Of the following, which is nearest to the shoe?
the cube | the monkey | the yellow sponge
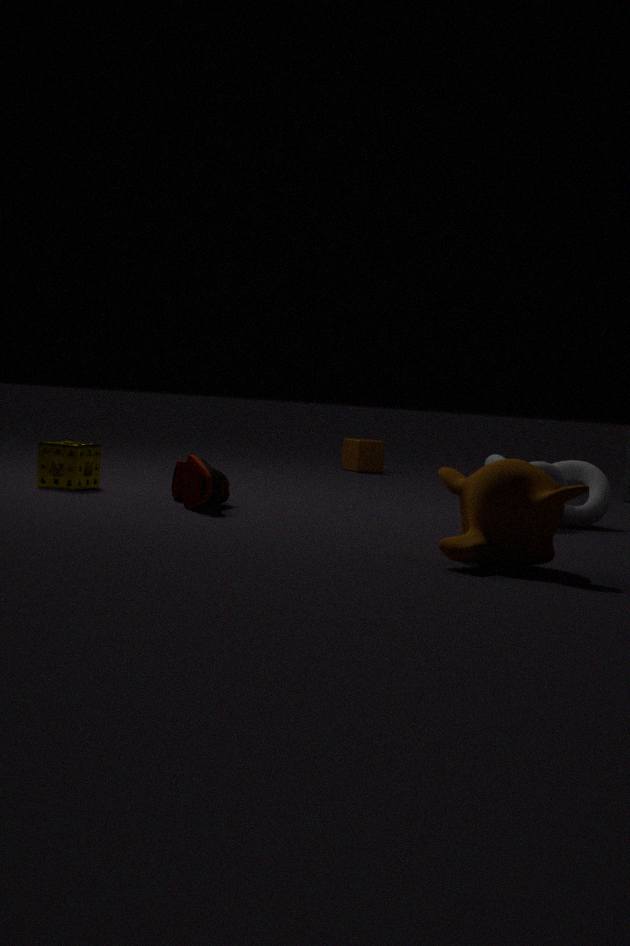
the yellow sponge
